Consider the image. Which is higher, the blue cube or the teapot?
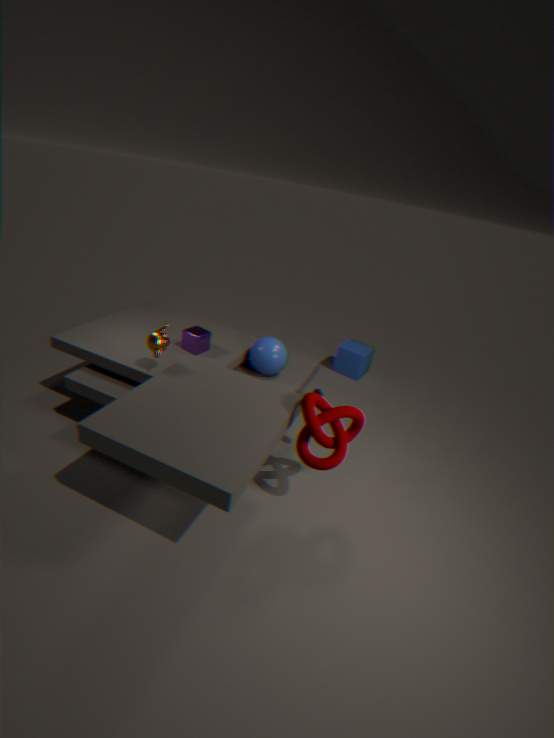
the teapot
